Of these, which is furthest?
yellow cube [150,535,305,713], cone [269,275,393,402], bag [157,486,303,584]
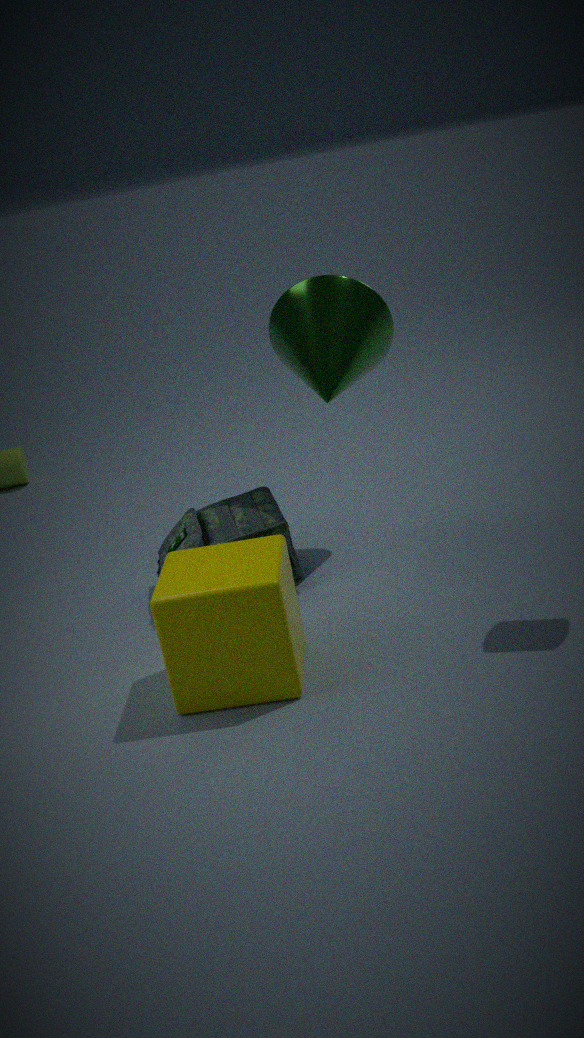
bag [157,486,303,584]
